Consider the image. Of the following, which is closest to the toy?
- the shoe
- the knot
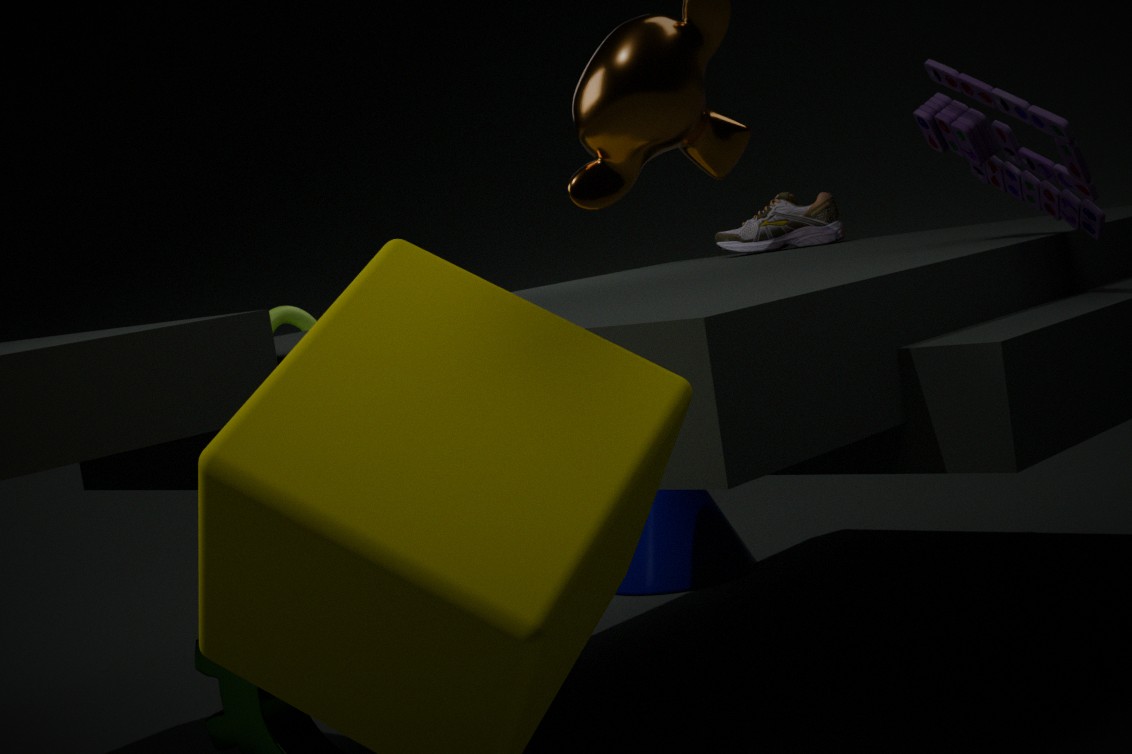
the shoe
